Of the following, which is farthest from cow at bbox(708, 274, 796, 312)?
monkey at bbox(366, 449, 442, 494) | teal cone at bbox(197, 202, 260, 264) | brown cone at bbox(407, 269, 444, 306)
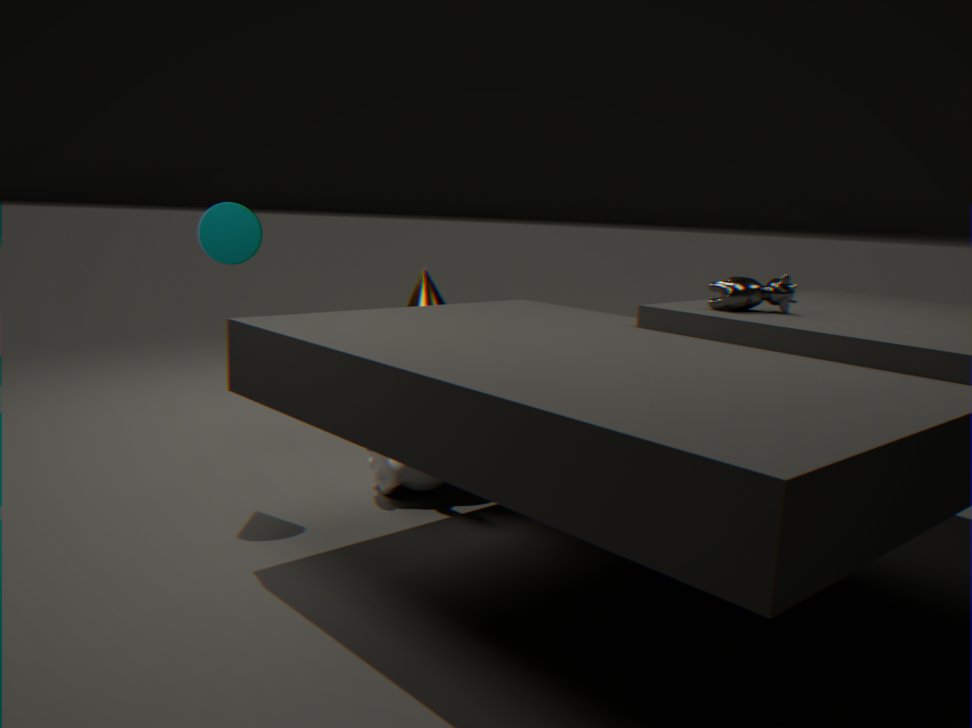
teal cone at bbox(197, 202, 260, 264)
